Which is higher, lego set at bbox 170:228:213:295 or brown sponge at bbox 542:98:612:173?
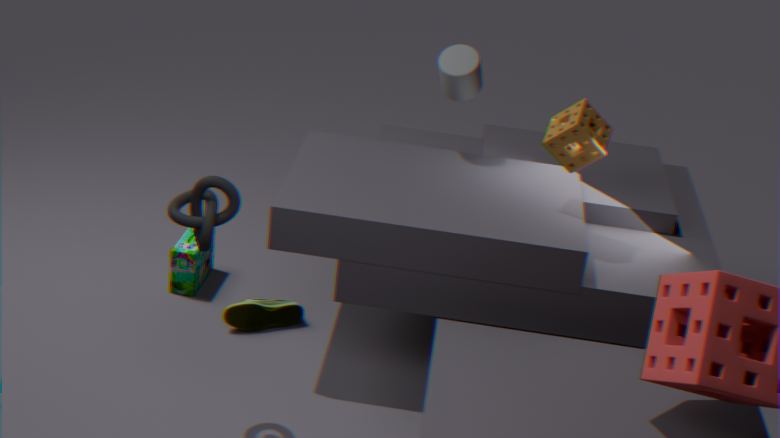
brown sponge at bbox 542:98:612:173
